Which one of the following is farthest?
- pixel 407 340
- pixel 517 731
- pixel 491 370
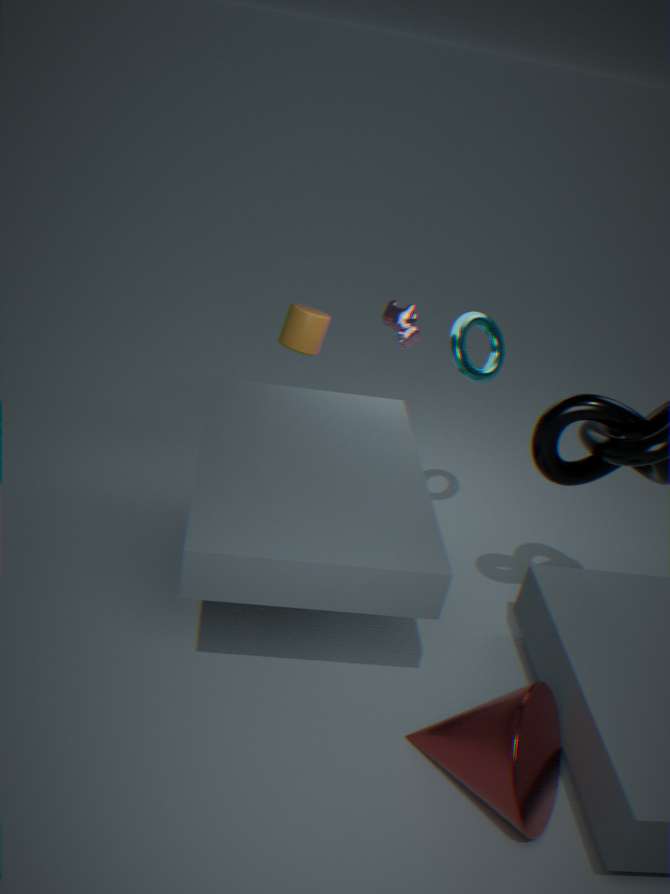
pixel 407 340
